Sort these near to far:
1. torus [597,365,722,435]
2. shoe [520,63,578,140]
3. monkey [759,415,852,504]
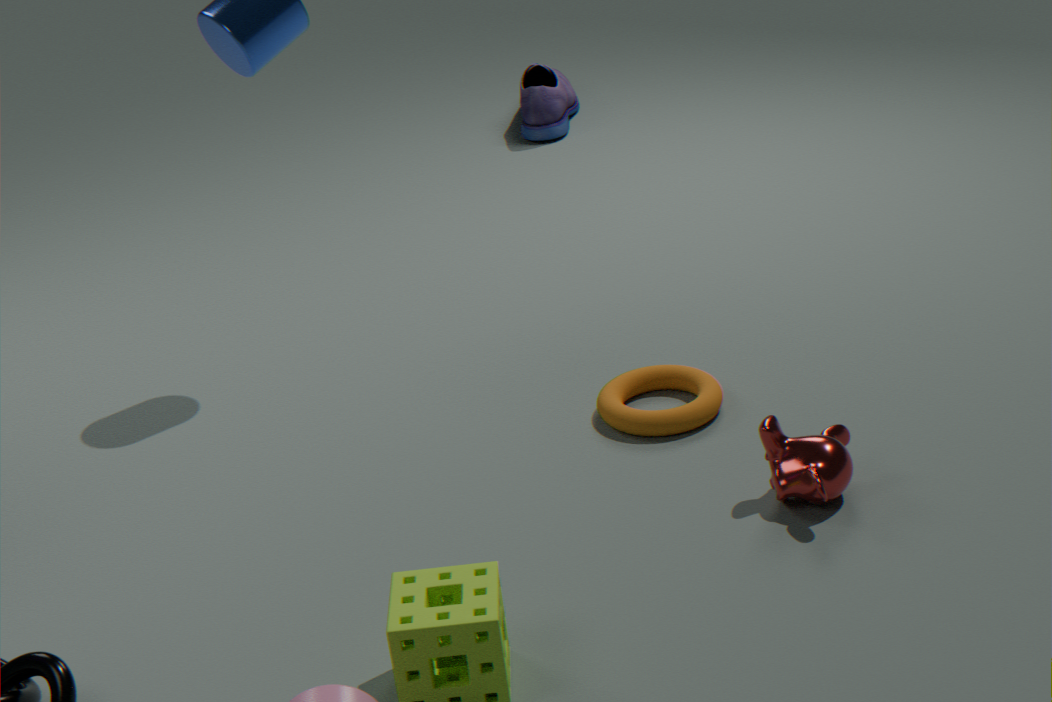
monkey [759,415,852,504] < torus [597,365,722,435] < shoe [520,63,578,140]
